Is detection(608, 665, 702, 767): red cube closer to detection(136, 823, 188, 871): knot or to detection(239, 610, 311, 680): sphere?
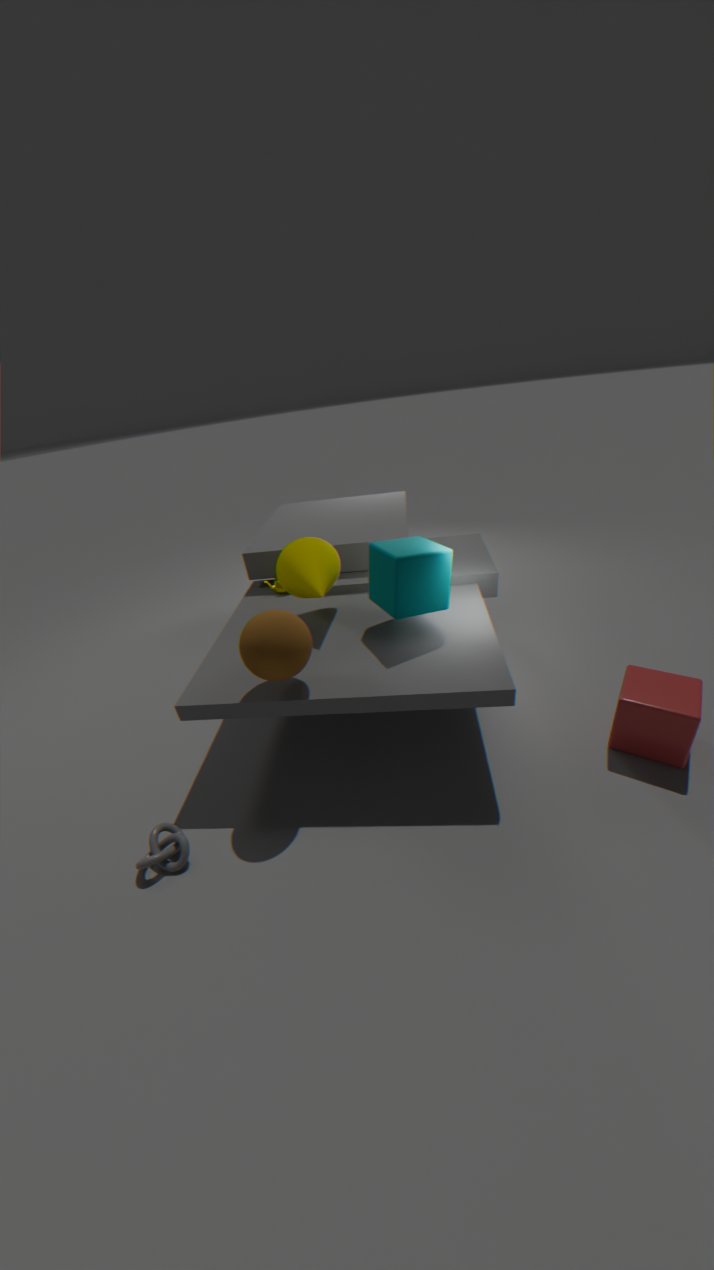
detection(239, 610, 311, 680): sphere
